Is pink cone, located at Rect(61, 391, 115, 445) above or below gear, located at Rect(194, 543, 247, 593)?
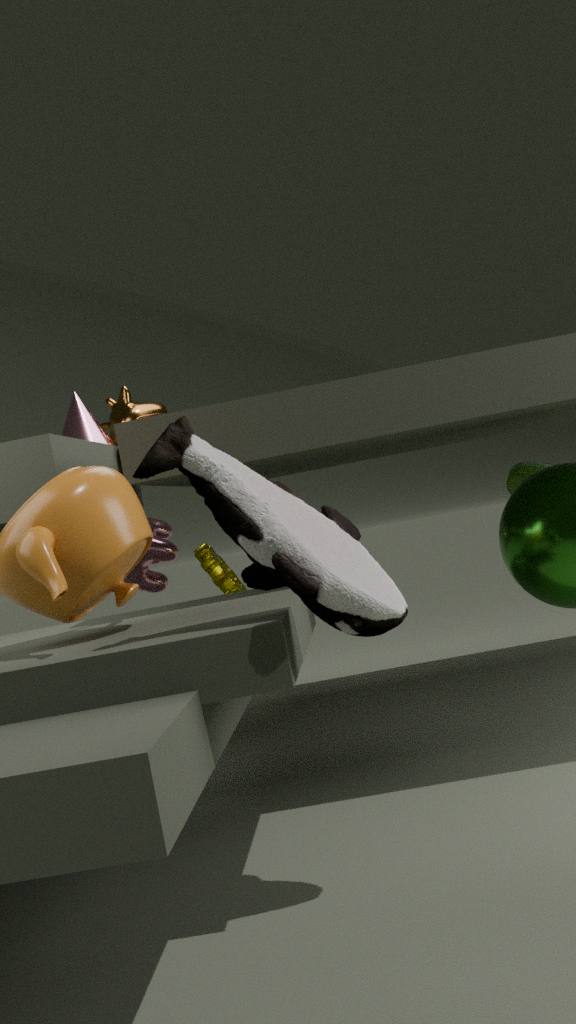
above
